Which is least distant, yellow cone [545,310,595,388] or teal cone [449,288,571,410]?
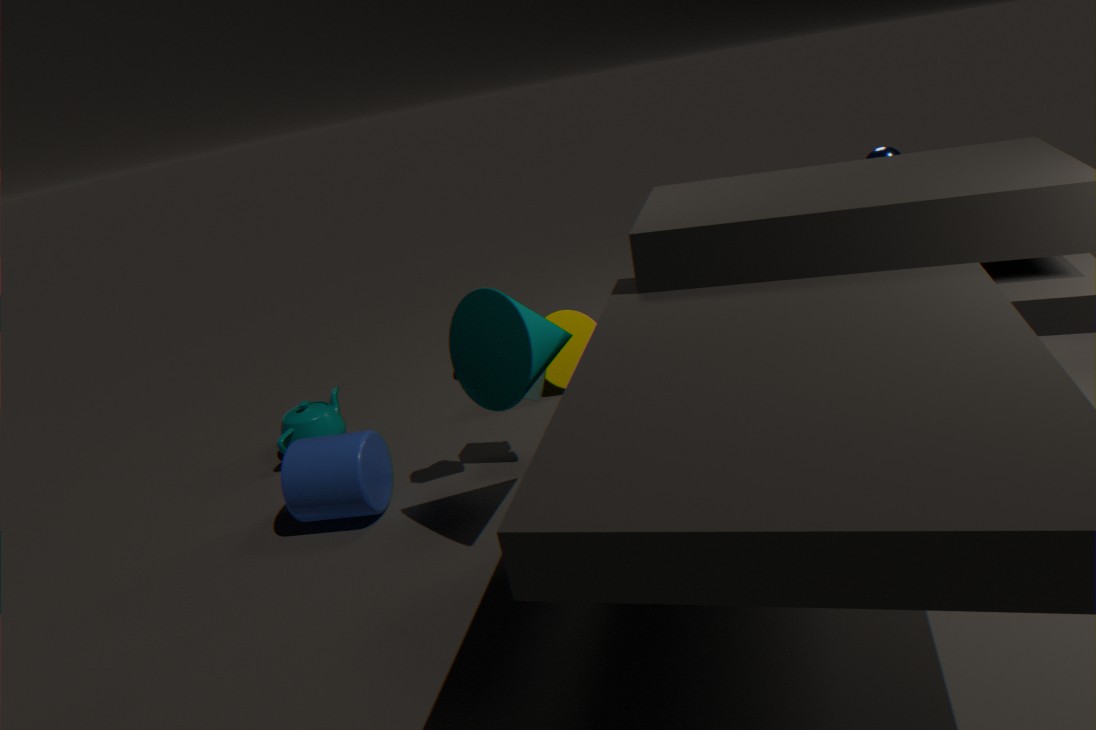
teal cone [449,288,571,410]
